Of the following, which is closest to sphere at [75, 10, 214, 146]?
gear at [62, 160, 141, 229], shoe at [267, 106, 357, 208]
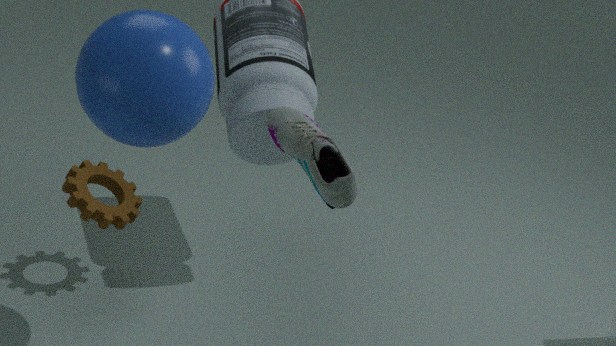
shoe at [267, 106, 357, 208]
